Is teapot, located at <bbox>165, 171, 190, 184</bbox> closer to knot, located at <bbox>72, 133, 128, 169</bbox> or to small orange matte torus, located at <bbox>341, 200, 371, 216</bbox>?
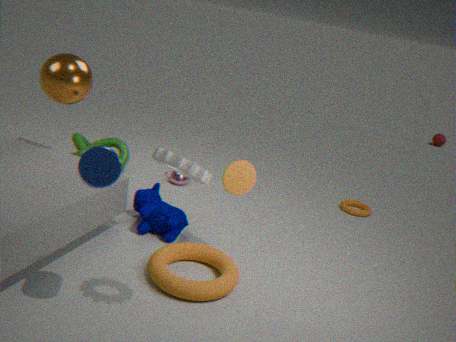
knot, located at <bbox>72, 133, 128, 169</bbox>
